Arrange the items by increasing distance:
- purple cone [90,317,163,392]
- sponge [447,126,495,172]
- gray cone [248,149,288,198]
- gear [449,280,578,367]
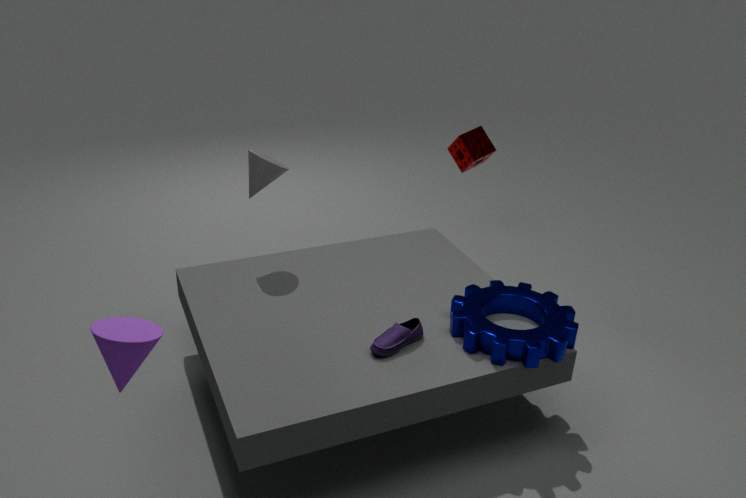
purple cone [90,317,163,392] → gear [449,280,578,367] → gray cone [248,149,288,198] → sponge [447,126,495,172]
